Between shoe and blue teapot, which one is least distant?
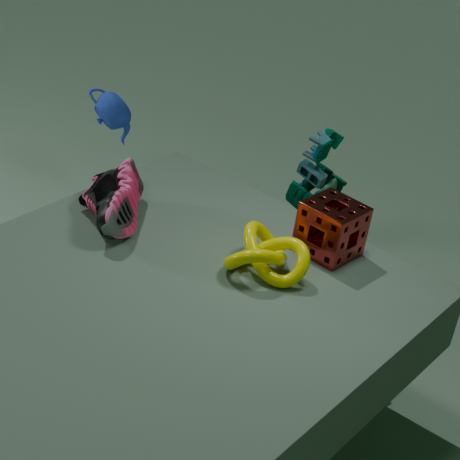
shoe
